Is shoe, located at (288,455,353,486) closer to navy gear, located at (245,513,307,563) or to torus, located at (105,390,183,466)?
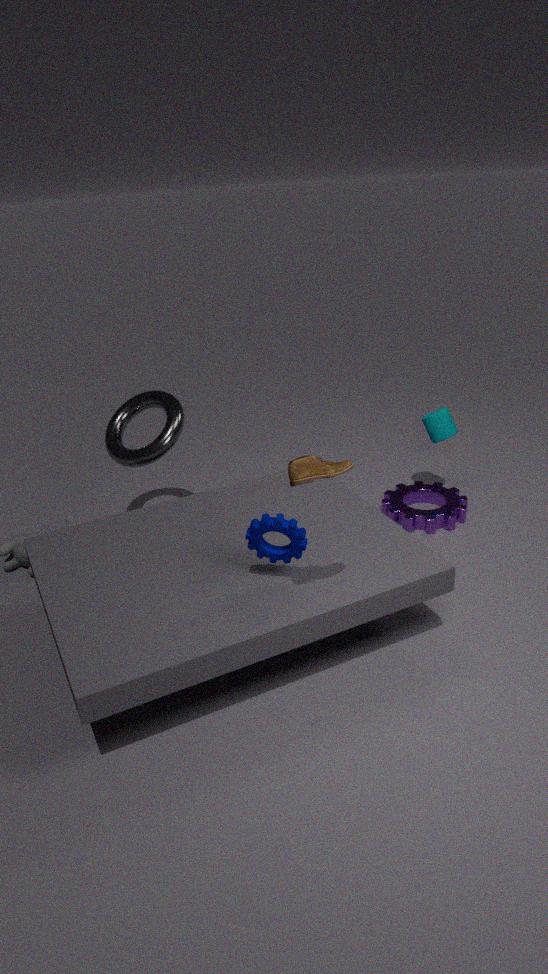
navy gear, located at (245,513,307,563)
